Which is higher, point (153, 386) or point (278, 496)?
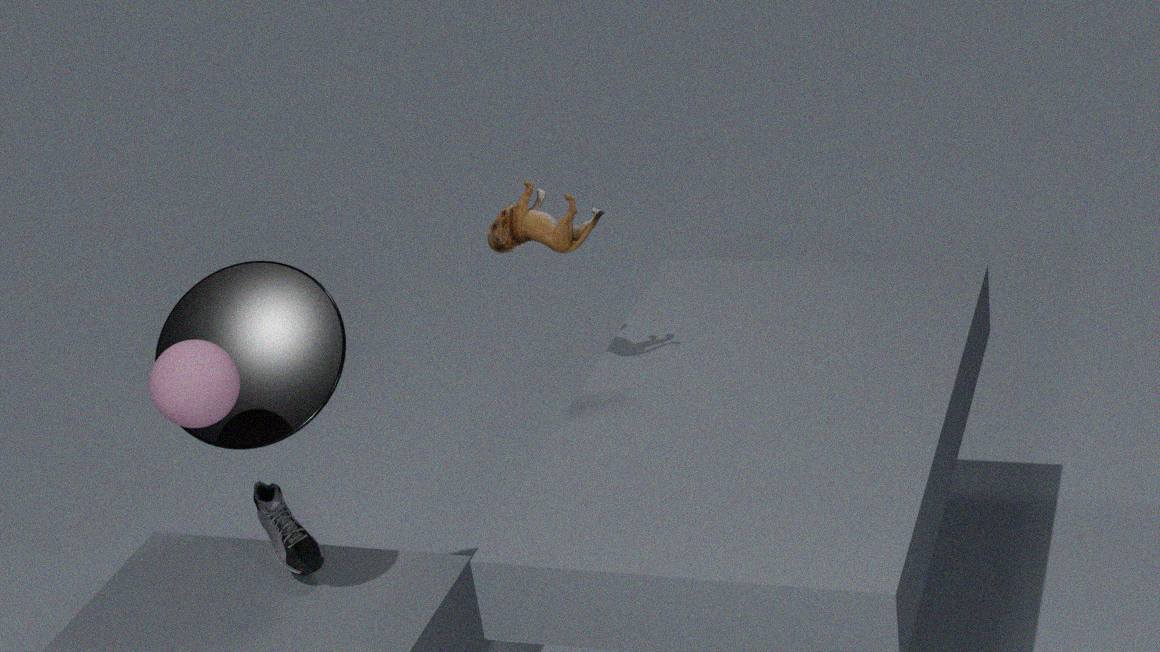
point (153, 386)
